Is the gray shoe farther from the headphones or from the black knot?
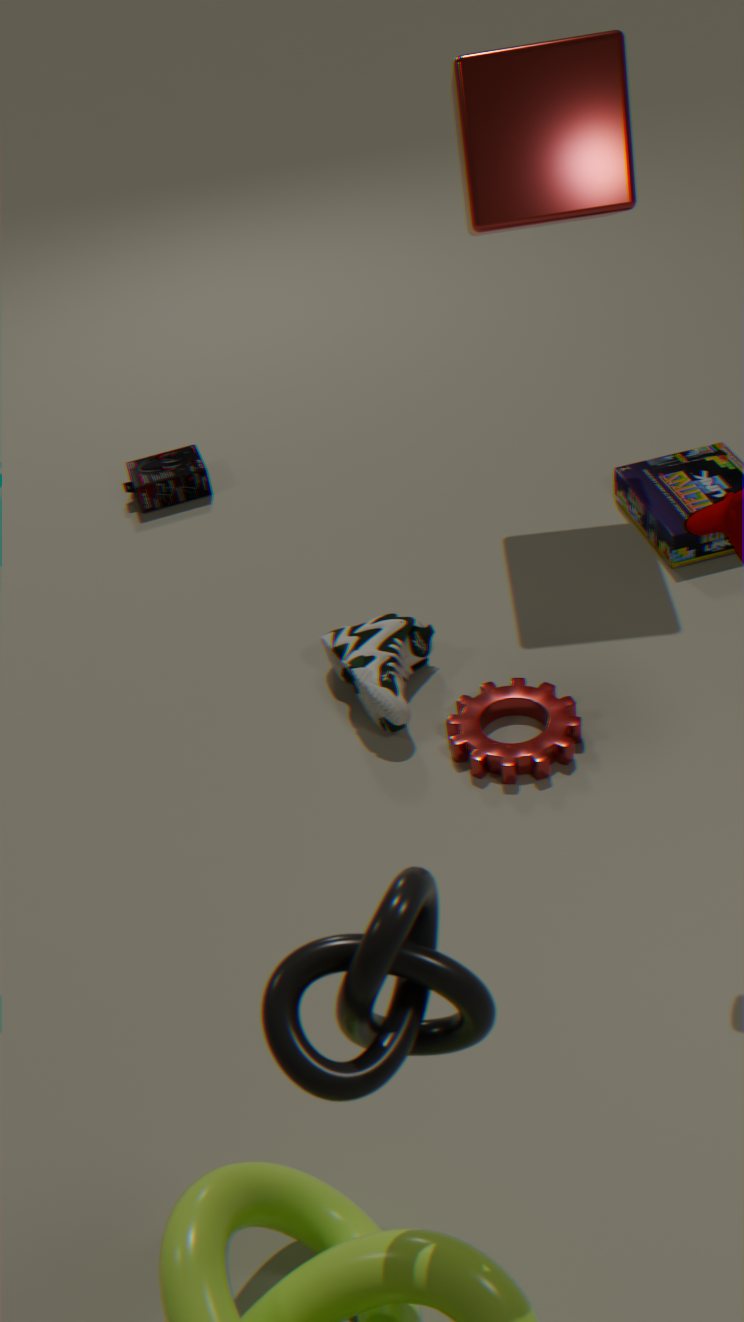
the black knot
